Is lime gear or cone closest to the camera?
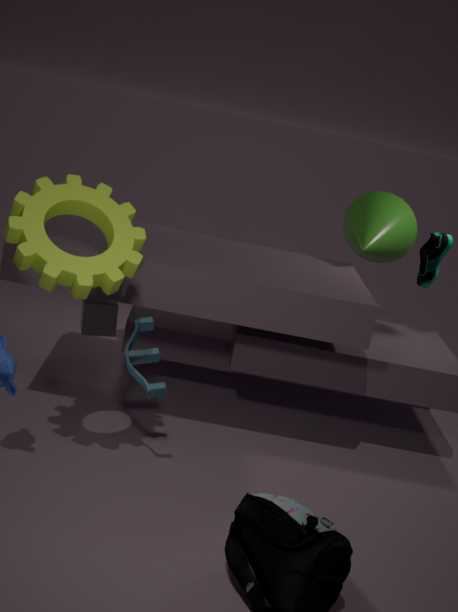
lime gear
